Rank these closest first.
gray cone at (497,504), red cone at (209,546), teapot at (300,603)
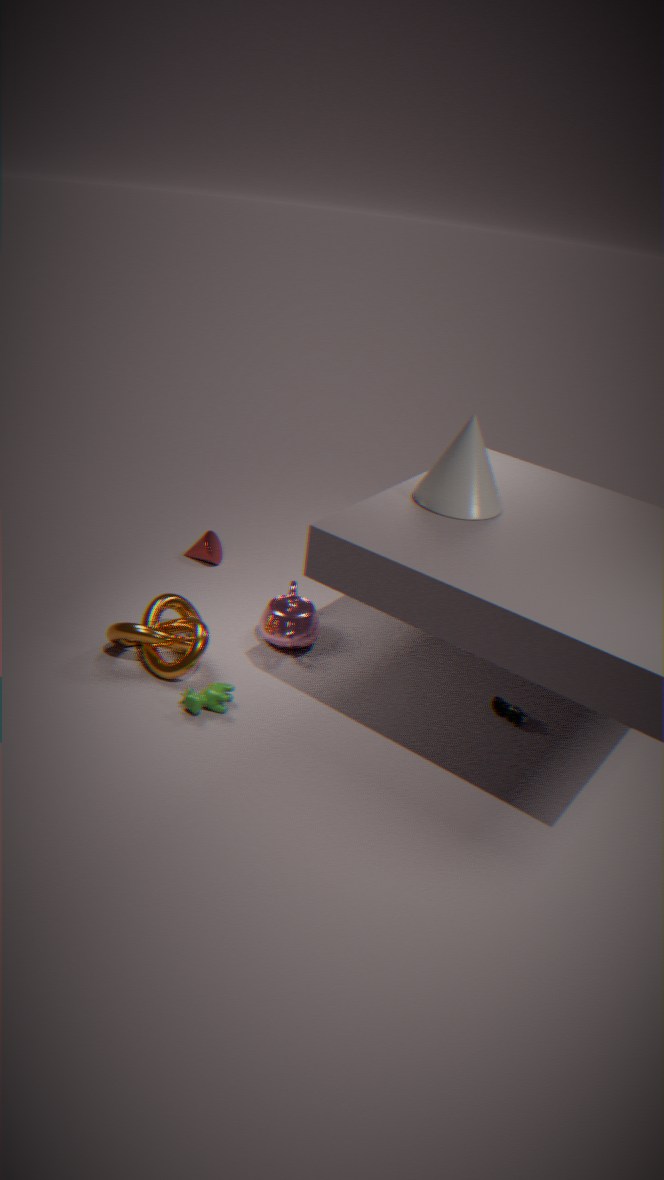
gray cone at (497,504)
teapot at (300,603)
red cone at (209,546)
